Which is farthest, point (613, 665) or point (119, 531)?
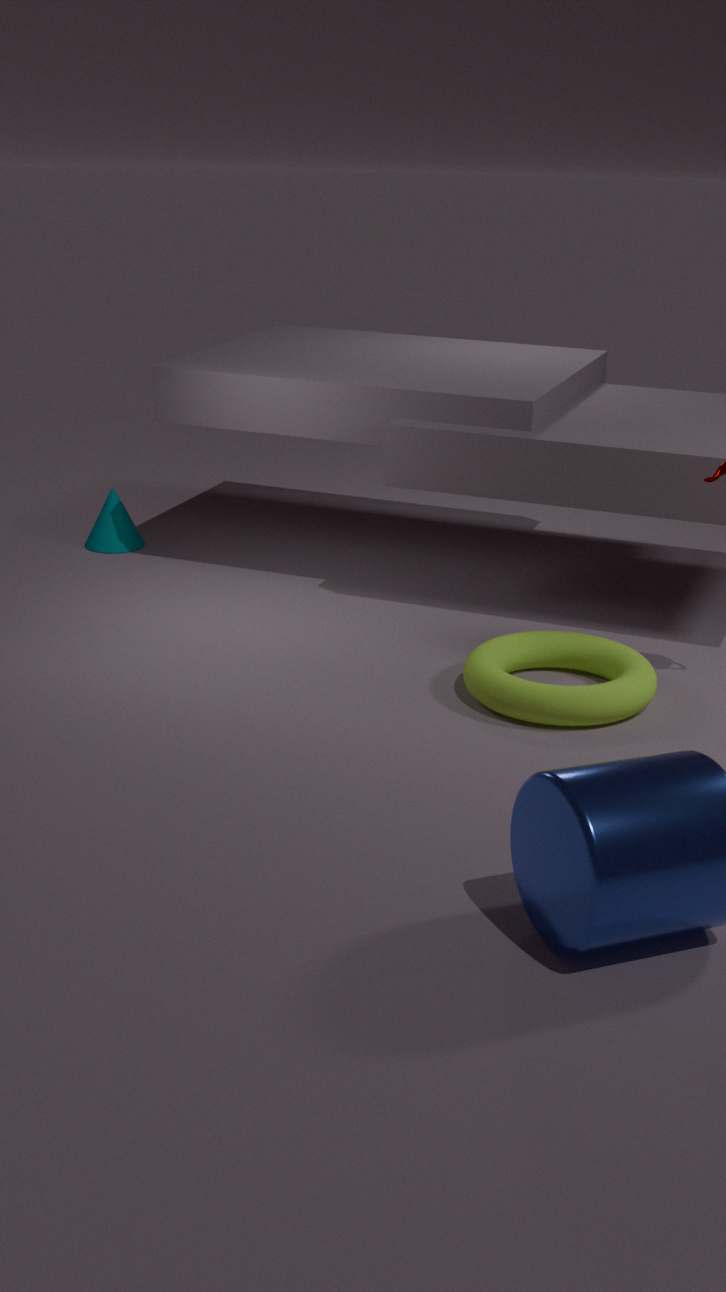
point (119, 531)
